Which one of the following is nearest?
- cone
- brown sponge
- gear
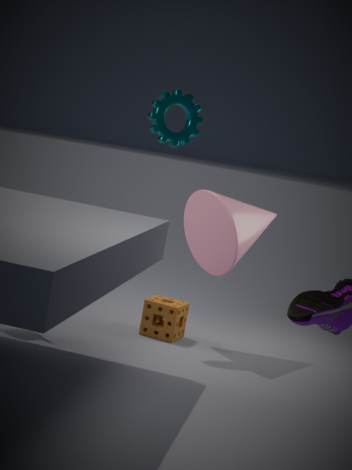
cone
